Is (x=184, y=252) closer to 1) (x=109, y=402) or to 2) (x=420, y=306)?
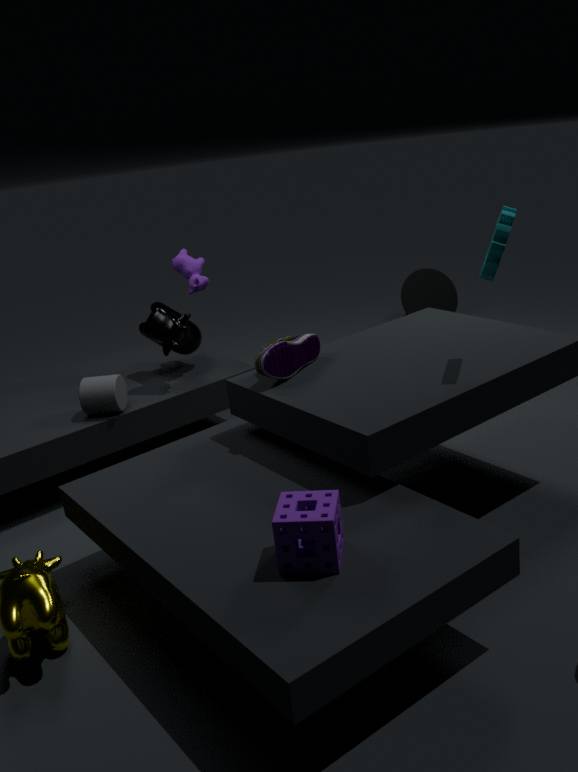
1) (x=109, y=402)
